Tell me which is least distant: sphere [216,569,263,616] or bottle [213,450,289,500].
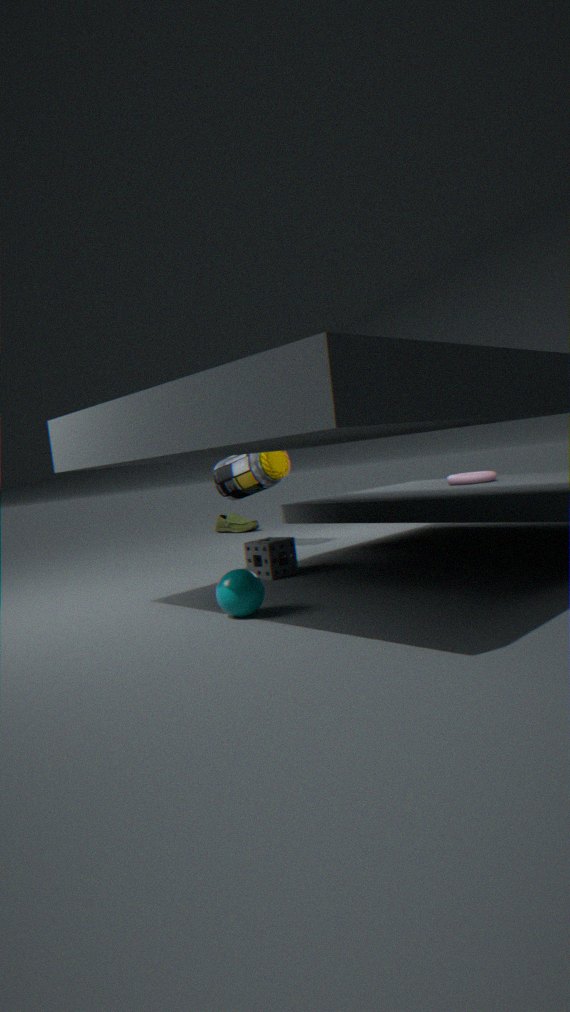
sphere [216,569,263,616]
